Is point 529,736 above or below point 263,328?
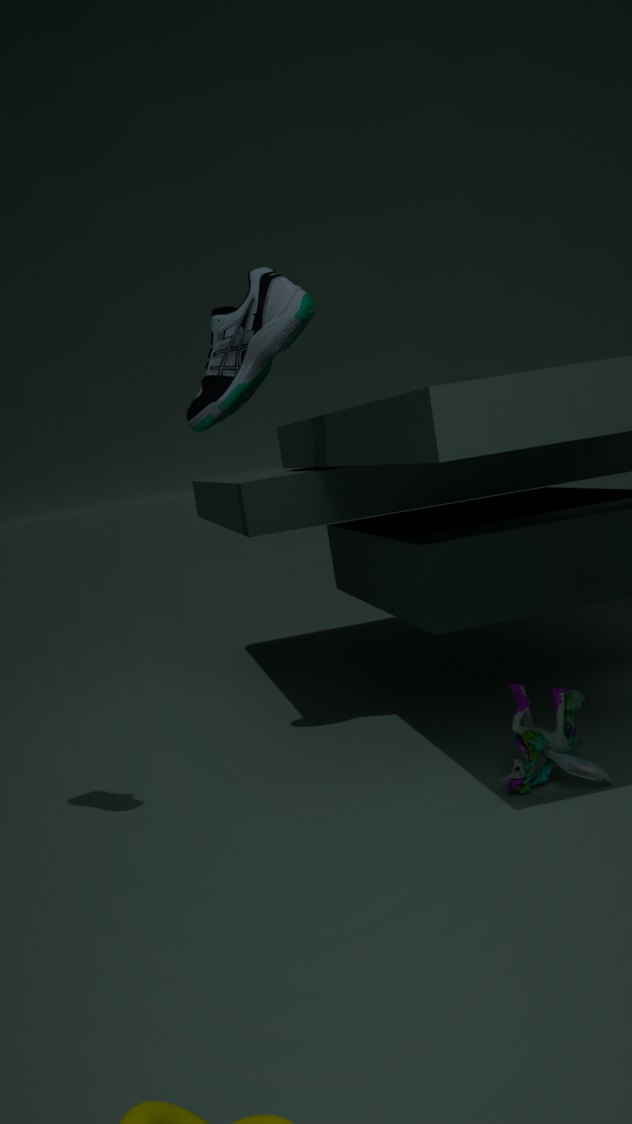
below
